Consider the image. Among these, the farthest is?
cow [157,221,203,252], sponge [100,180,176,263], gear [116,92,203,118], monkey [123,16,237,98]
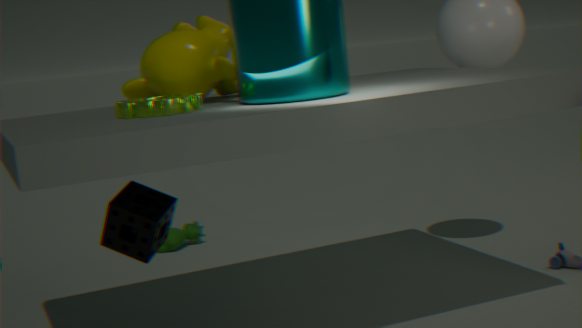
cow [157,221,203,252]
